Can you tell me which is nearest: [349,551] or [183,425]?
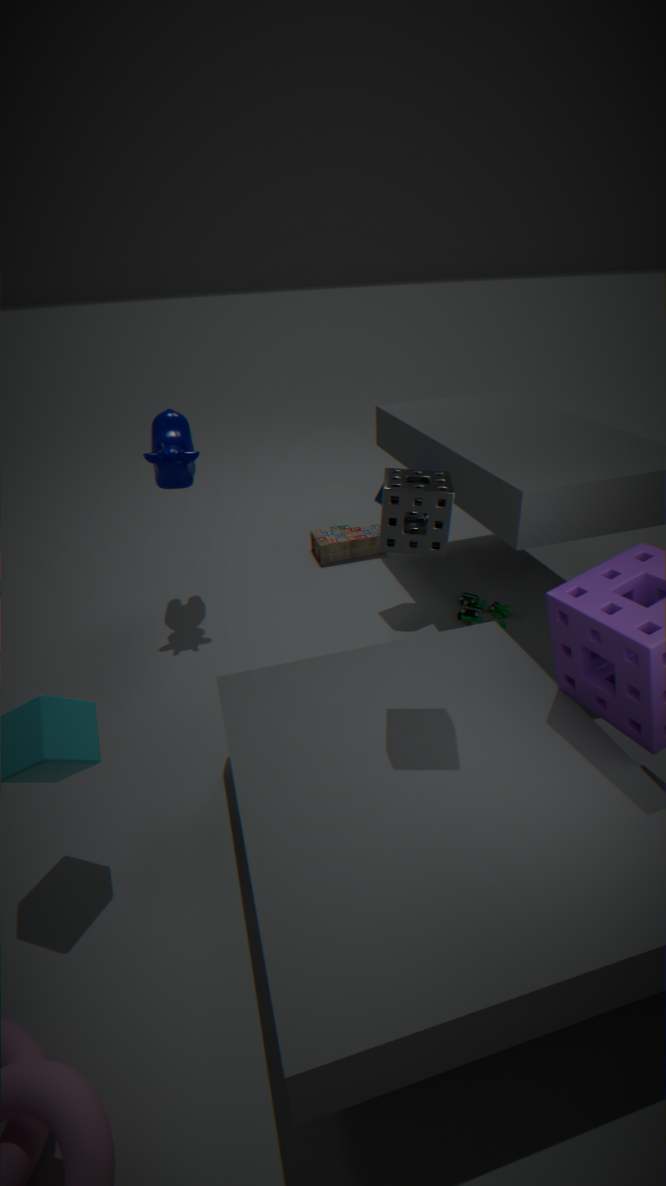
[183,425]
